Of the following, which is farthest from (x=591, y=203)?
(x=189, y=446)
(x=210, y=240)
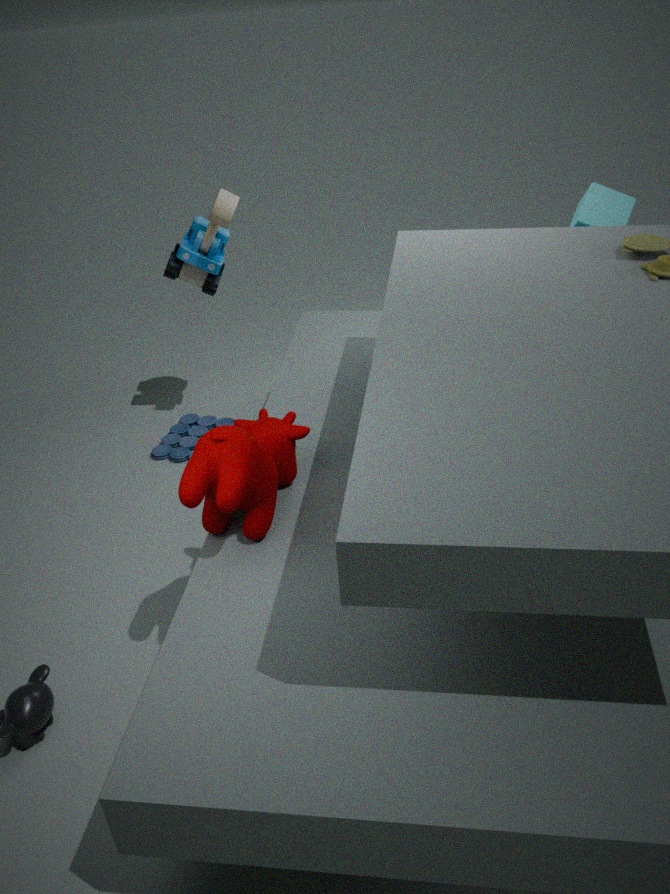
(x=189, y=446)
